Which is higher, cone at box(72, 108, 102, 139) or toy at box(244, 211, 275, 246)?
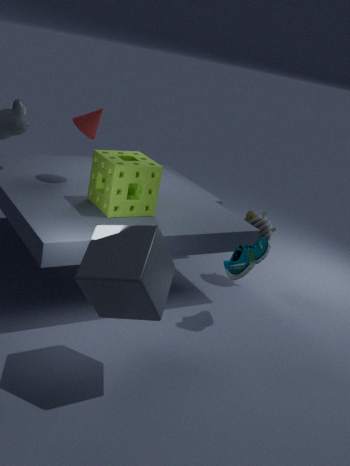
cone at box(72, 108, 102, 139)
